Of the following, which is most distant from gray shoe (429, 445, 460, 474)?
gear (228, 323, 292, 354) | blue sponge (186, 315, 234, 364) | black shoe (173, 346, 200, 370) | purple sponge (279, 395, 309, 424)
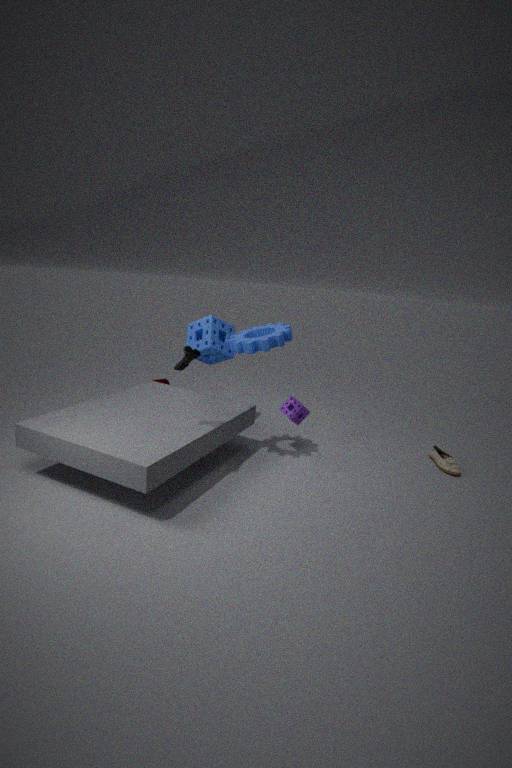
black shoe (173, 346, 200, 370)
